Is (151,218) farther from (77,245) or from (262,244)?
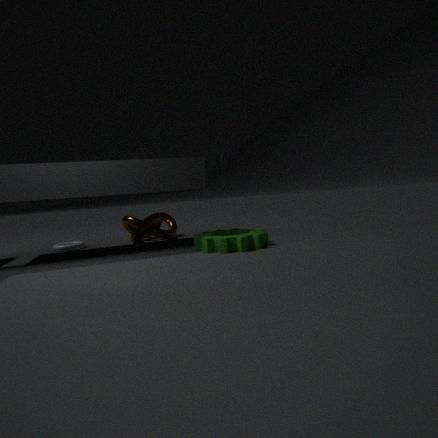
(262,244)
